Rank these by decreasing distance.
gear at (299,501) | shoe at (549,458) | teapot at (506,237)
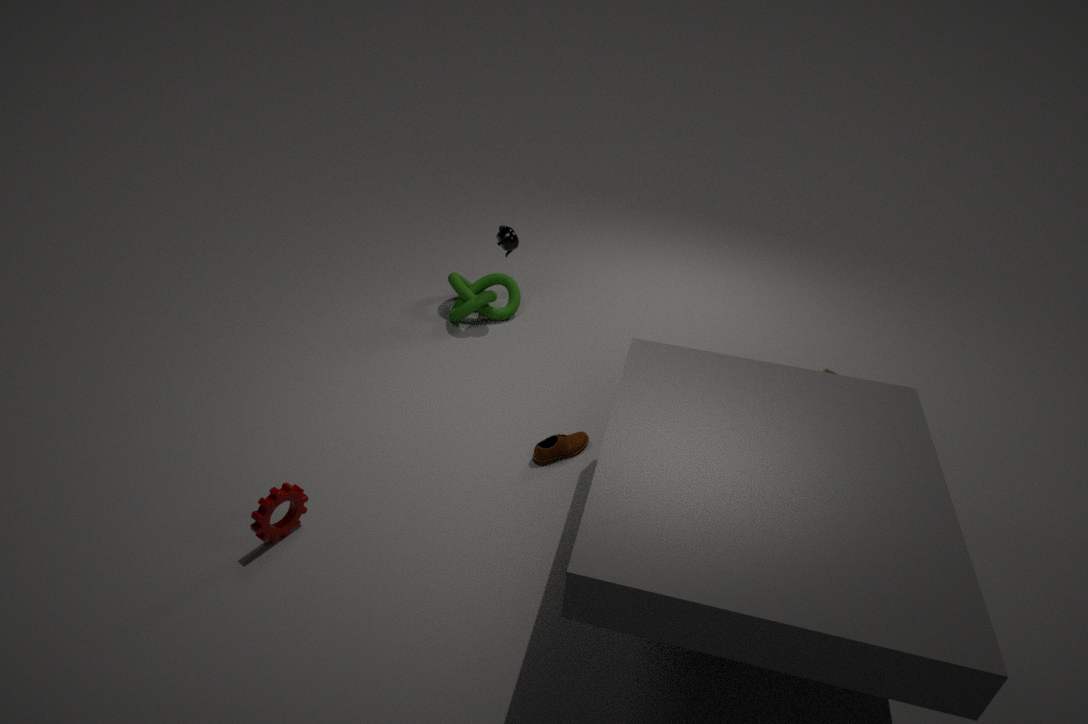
teapot at (506,237) → shoe at (549,458) → gear at (299,501)
